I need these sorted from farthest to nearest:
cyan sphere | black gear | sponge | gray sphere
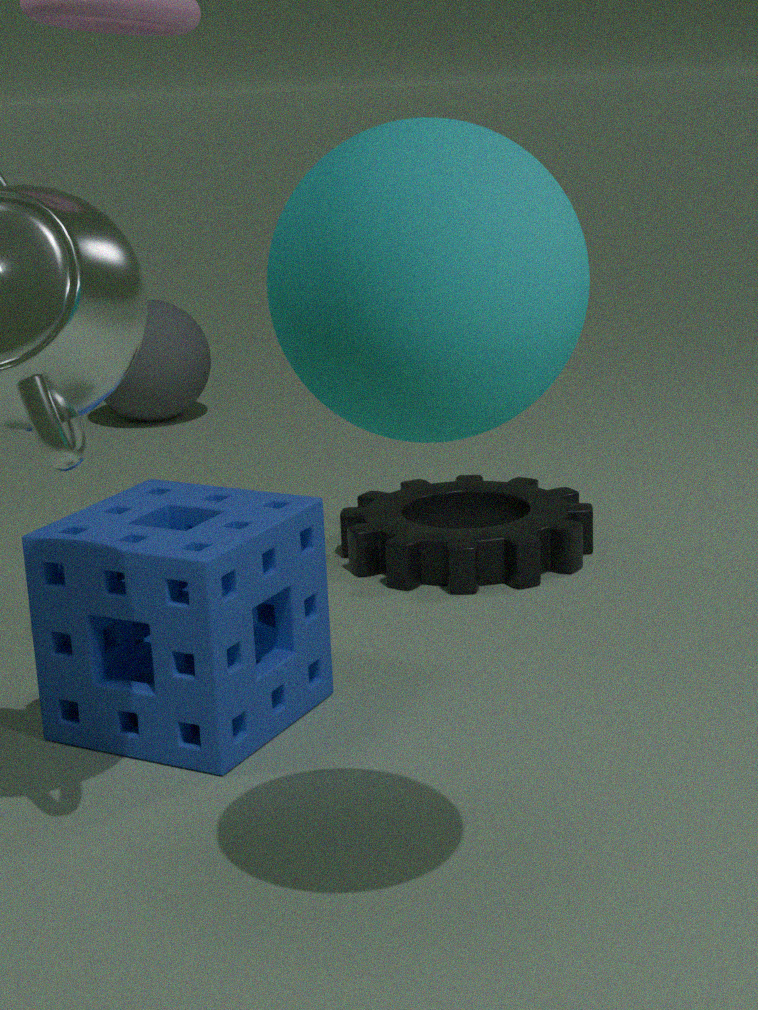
gray sphere, black gear, sponge, cyan sphere
